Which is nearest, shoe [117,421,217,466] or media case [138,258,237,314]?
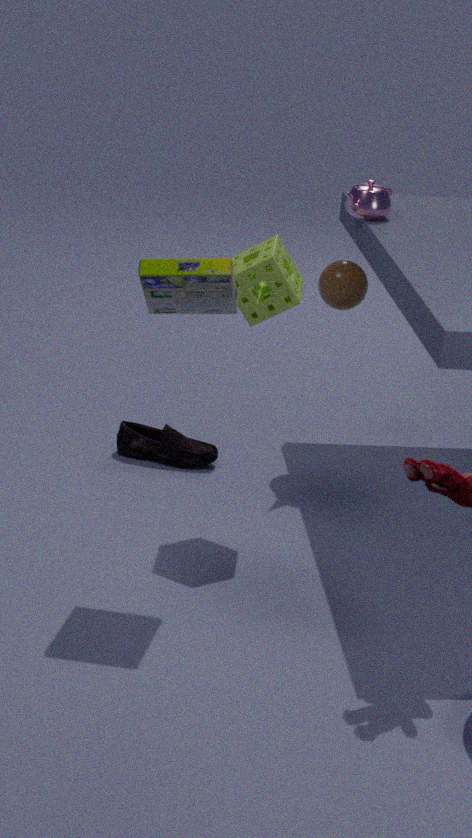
media case [138,258,237,314]
